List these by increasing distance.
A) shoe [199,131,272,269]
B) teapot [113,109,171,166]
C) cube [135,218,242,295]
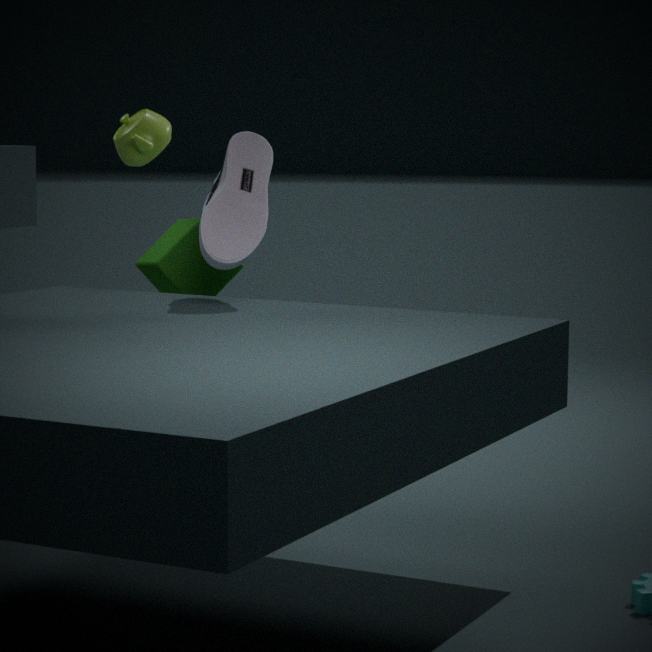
1. A. shoe [199,131,272,269]
2. C. cube [135,218,242,295]
3. B. teapot [113,109,171,166]
